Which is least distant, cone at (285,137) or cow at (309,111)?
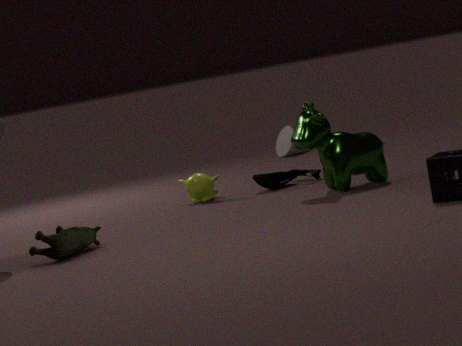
cow at (309,111)
